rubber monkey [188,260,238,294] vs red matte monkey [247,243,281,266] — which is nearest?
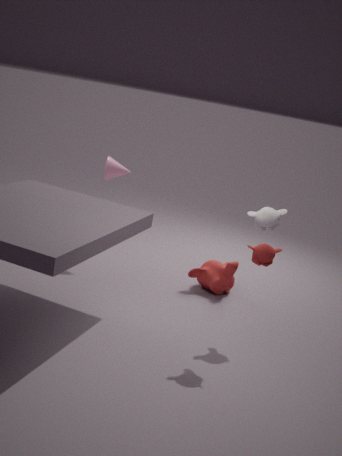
red matte monkey [247,243,281,266]
